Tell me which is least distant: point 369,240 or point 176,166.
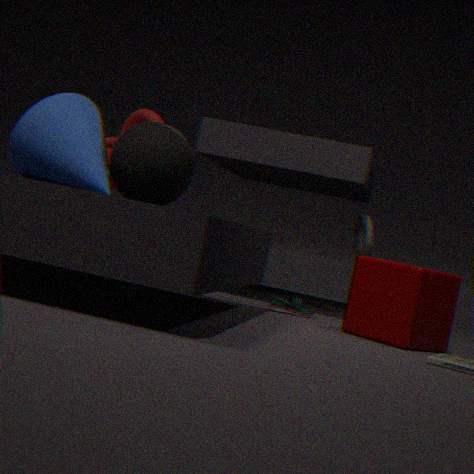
point 176,166
